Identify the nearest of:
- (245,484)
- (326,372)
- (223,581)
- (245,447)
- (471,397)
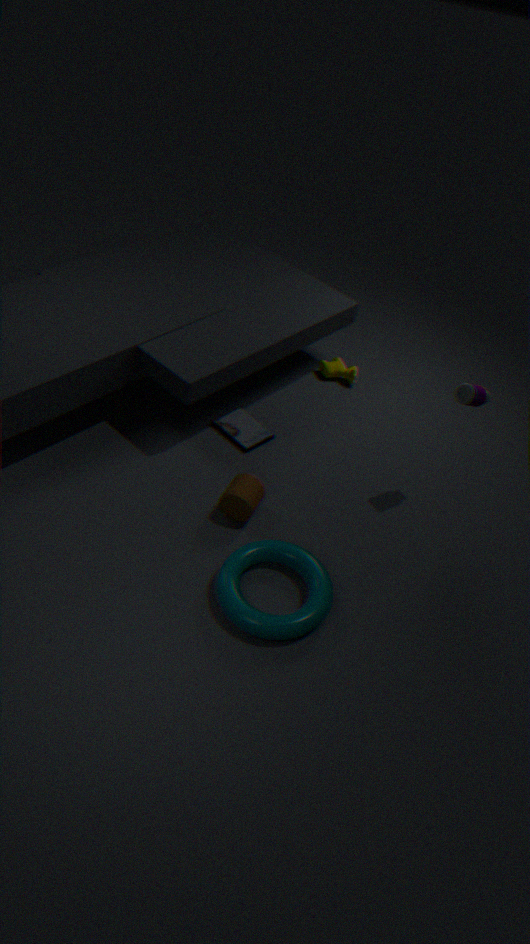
(223,581)
